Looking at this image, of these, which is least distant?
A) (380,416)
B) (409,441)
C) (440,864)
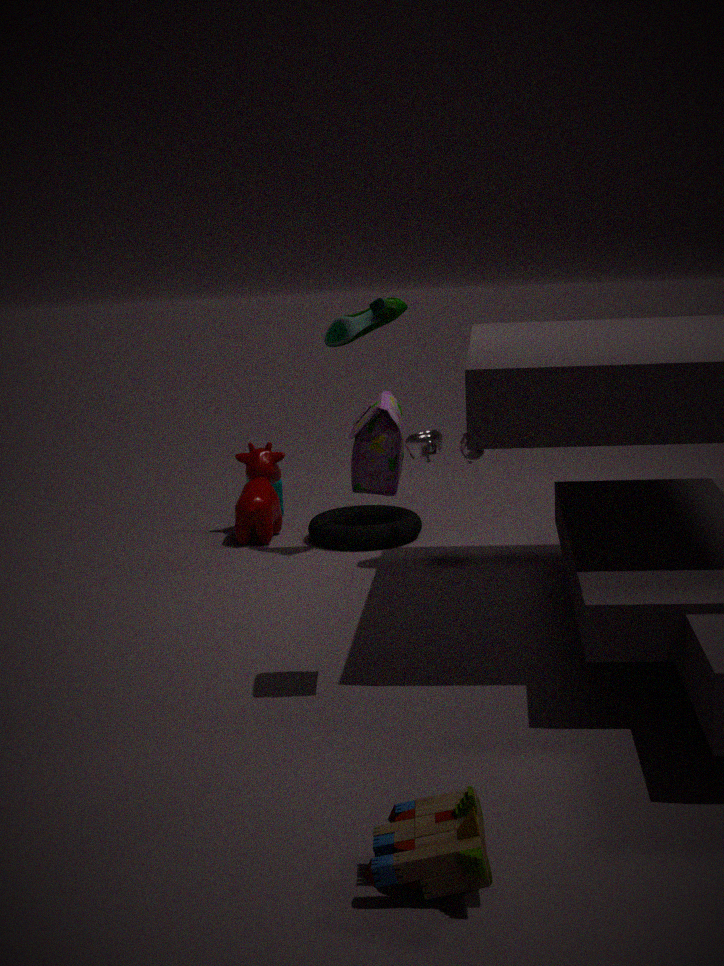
(440,864)
